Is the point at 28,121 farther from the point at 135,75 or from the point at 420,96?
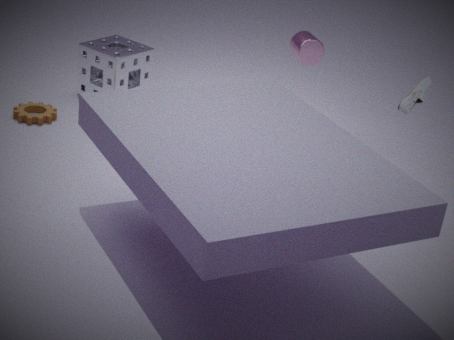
the point at 420,96
